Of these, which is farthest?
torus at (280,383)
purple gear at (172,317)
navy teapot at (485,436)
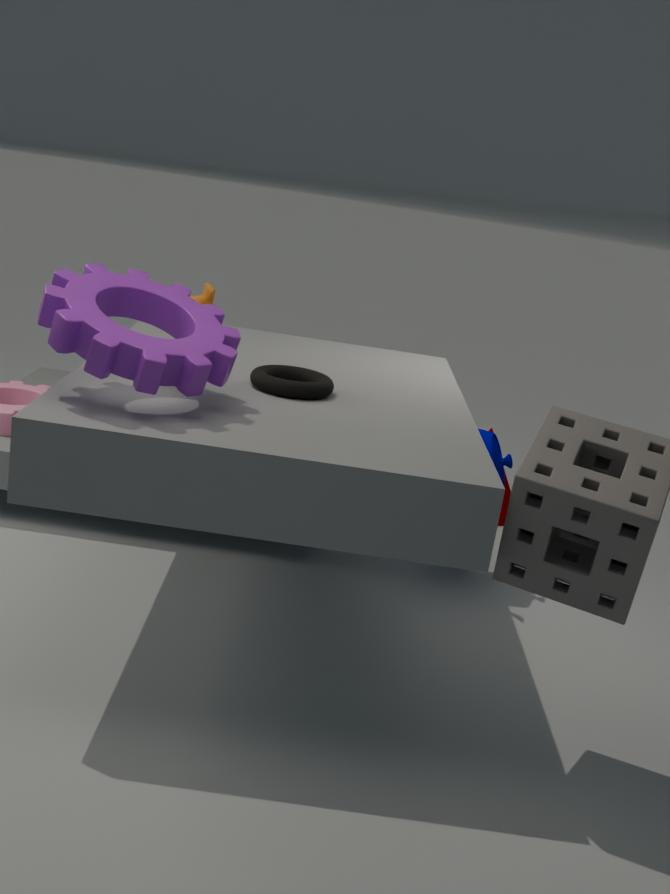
navy teapot at (485,436)
